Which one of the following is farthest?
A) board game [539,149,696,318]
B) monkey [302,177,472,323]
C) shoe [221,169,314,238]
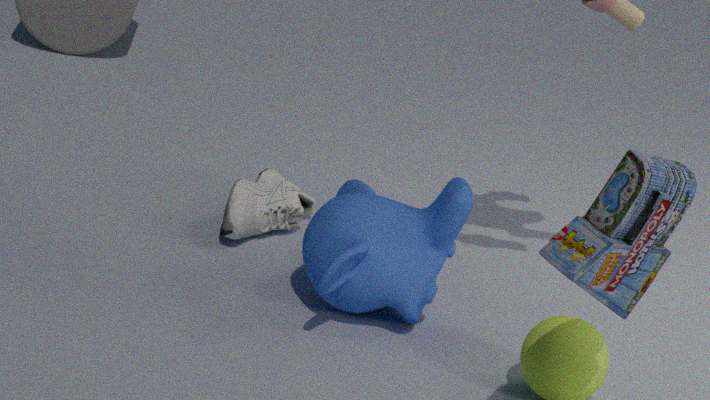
C. shoe [221,169,314,238]
